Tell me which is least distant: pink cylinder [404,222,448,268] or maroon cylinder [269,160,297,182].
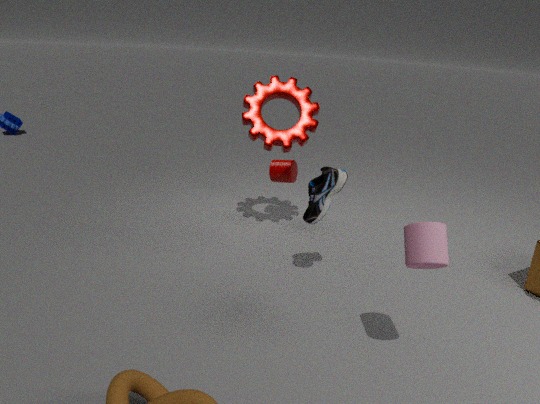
pink cylinder [404,222,448,268]
